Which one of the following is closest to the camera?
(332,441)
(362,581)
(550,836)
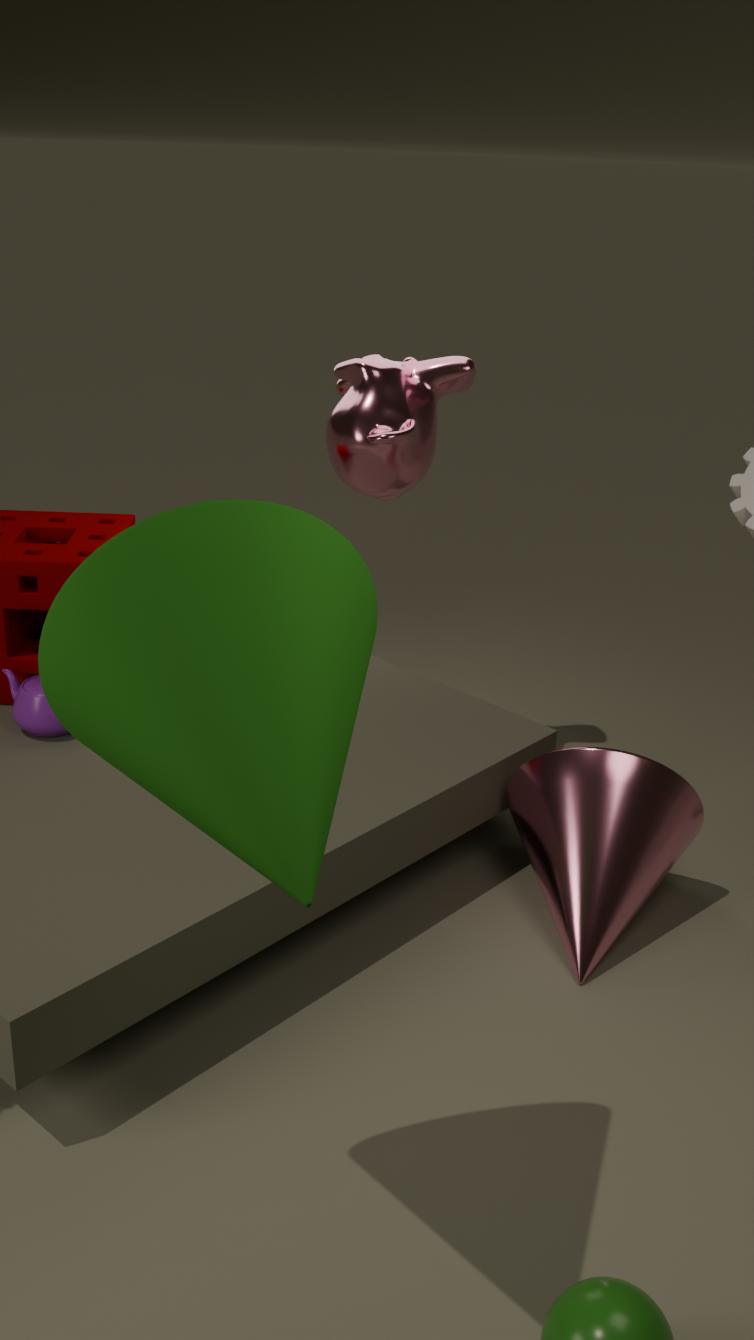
(362,581)
